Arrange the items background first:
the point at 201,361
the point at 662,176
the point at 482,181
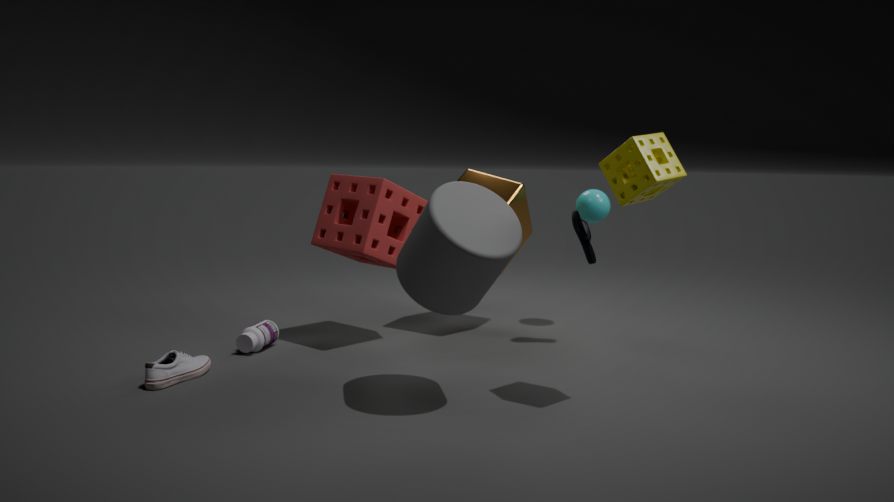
the point at 482,181
the point at 201,361
the point at 662,176
